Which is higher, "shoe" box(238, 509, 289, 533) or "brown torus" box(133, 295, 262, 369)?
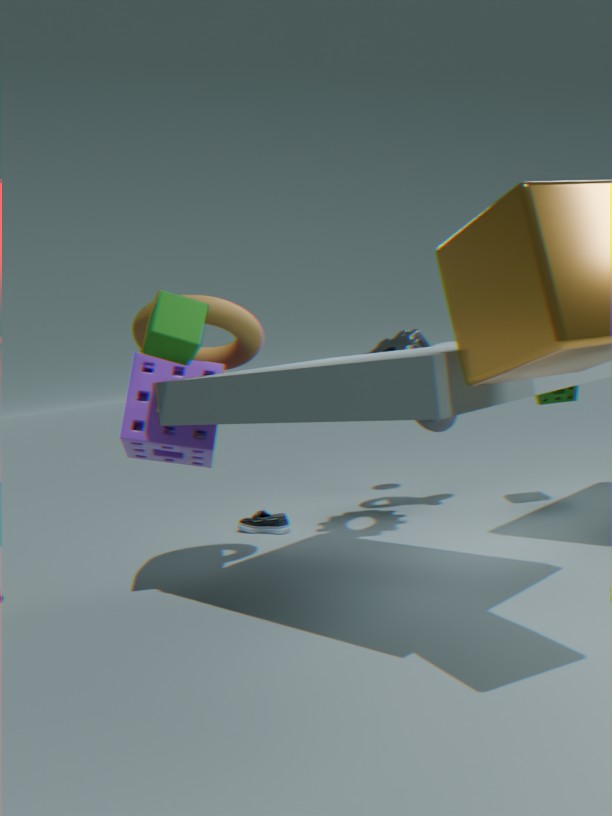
"brown torus" box(133, 295, 262, 369)
